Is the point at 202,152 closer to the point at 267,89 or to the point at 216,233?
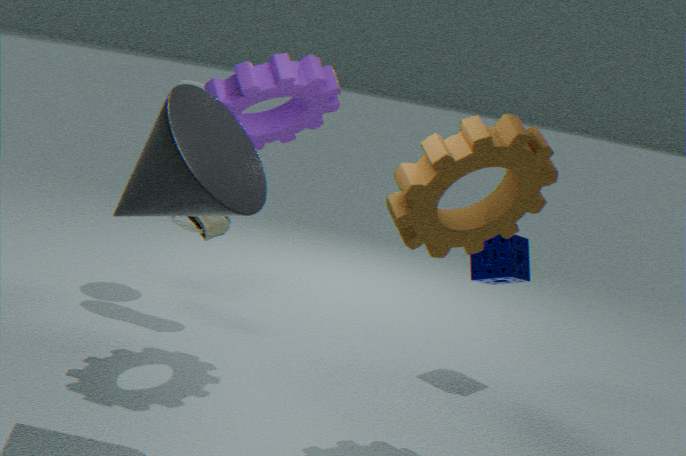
the point at 267,89
